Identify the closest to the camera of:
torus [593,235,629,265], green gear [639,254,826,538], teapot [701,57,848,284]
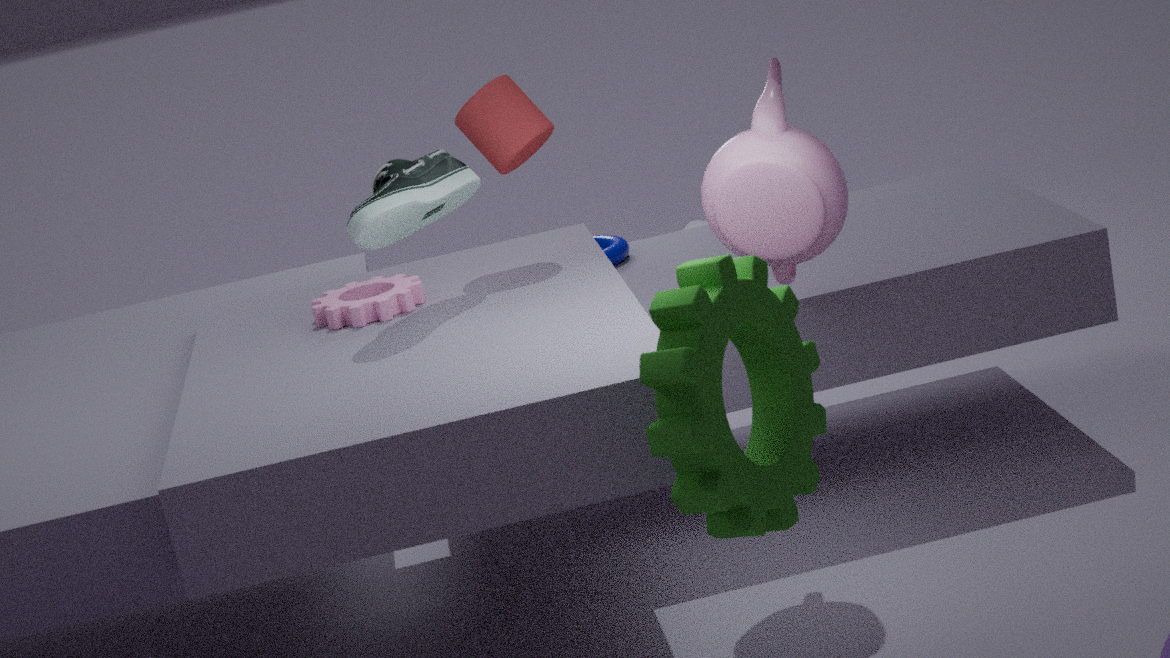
green gear [639,254,826,538]
